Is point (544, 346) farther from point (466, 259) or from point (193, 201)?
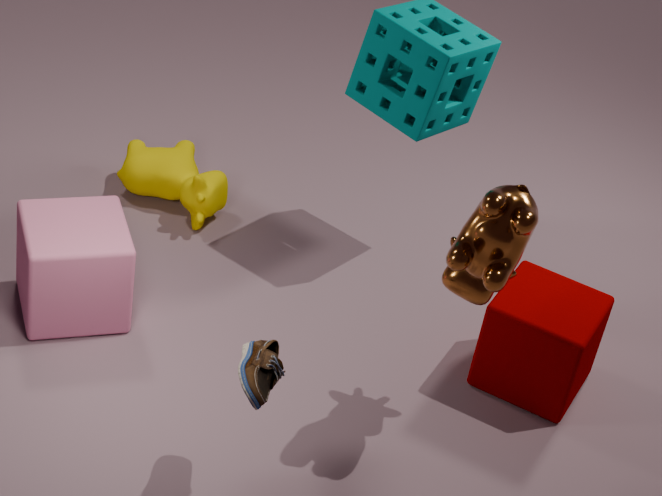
point (193, 201)
